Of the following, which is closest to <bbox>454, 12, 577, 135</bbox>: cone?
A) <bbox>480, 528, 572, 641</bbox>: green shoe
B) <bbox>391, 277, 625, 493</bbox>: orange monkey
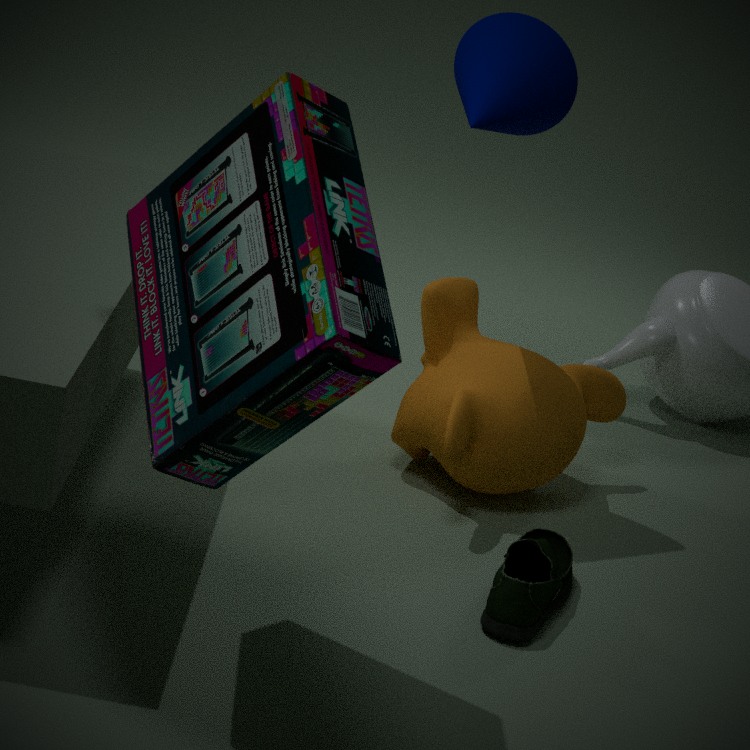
<bbox>391, 277, 625, 493</bbox>: orange monkey
